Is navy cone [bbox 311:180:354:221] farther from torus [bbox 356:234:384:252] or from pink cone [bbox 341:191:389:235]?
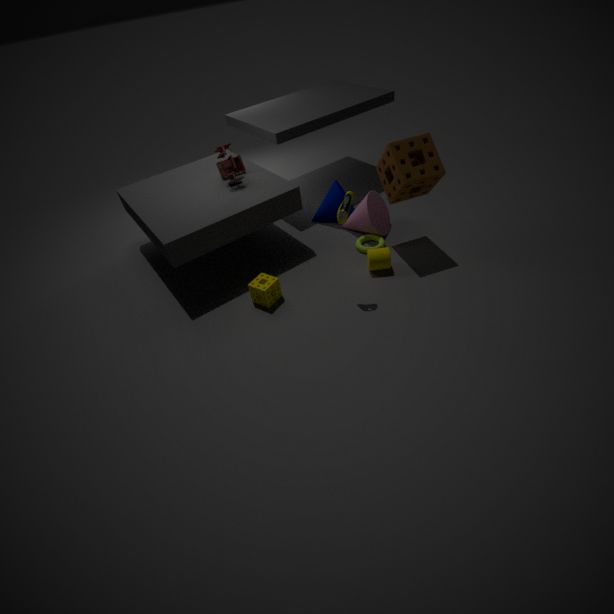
torus [bbox 356:234:384:252]
